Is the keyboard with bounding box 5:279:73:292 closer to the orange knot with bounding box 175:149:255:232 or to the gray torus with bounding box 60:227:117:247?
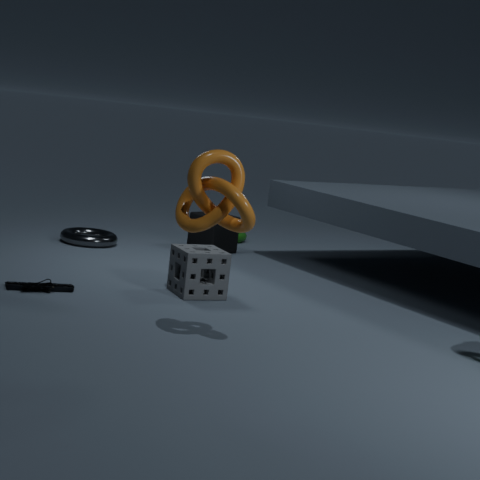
the orange knot with bounding box 175:149:255:232
